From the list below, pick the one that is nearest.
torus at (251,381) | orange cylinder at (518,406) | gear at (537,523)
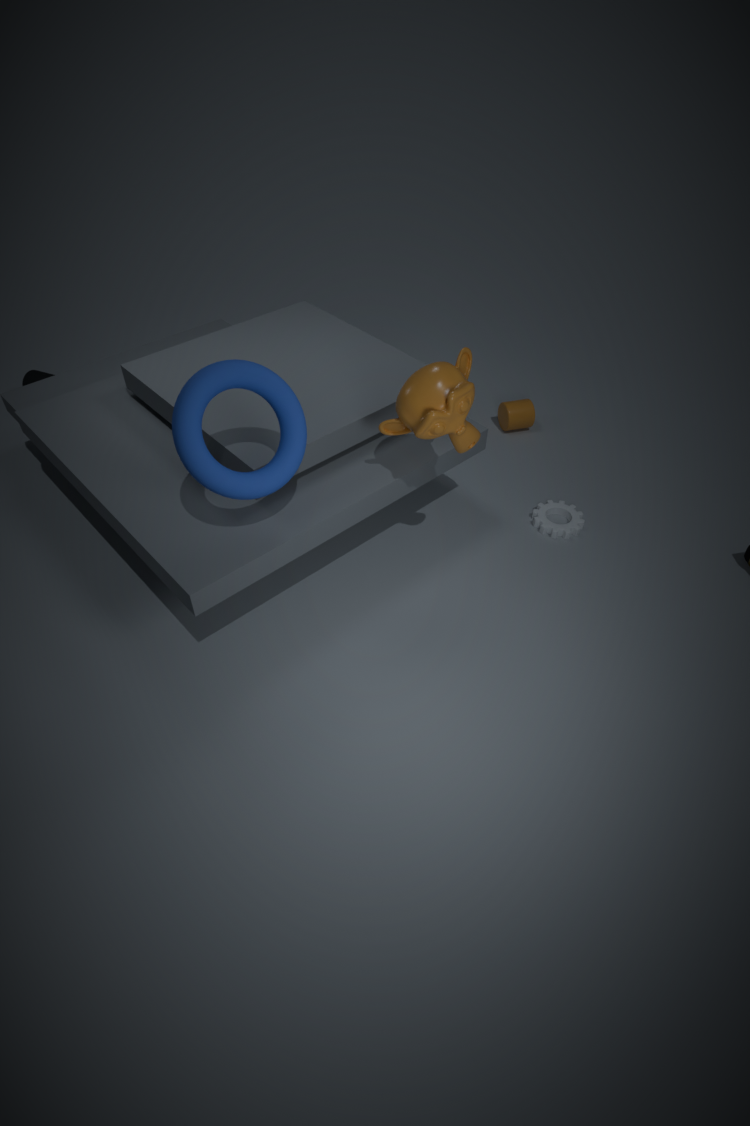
torus at (251,381)
